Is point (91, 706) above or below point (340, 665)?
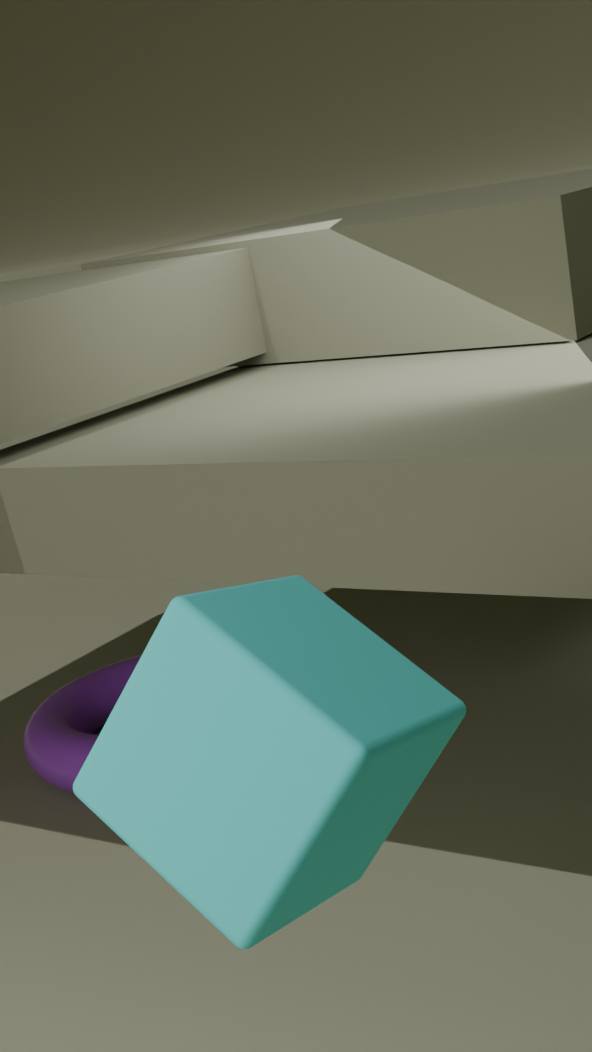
below
